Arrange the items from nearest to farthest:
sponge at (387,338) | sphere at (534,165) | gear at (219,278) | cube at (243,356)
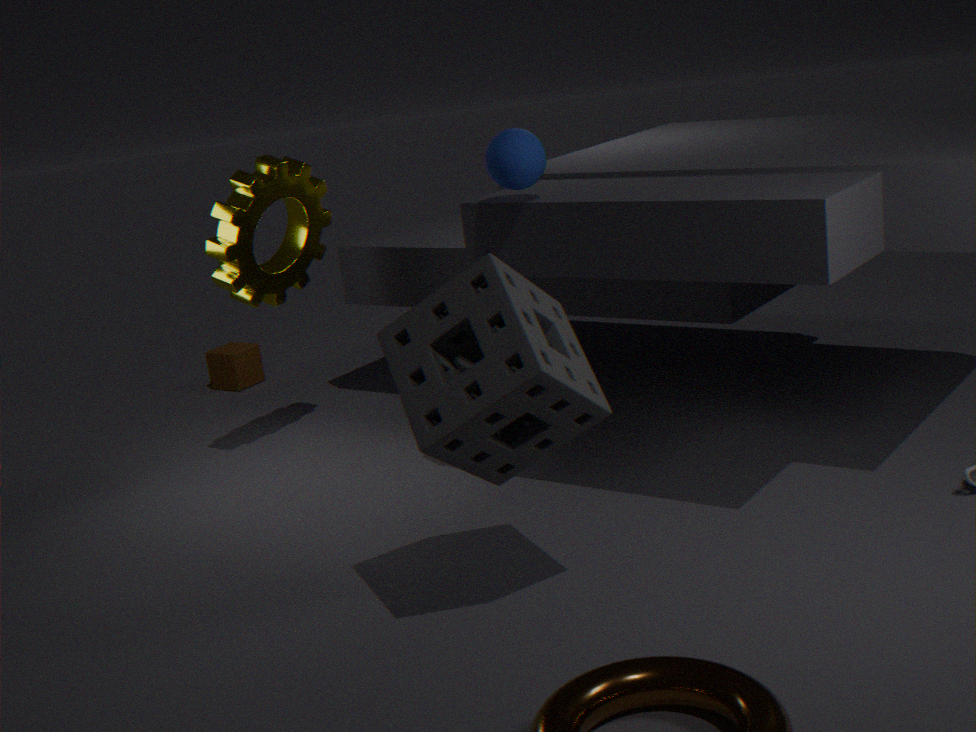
sponge at (387,338), sphere at (534,165), gear at (219,278), cube at (243,356)
